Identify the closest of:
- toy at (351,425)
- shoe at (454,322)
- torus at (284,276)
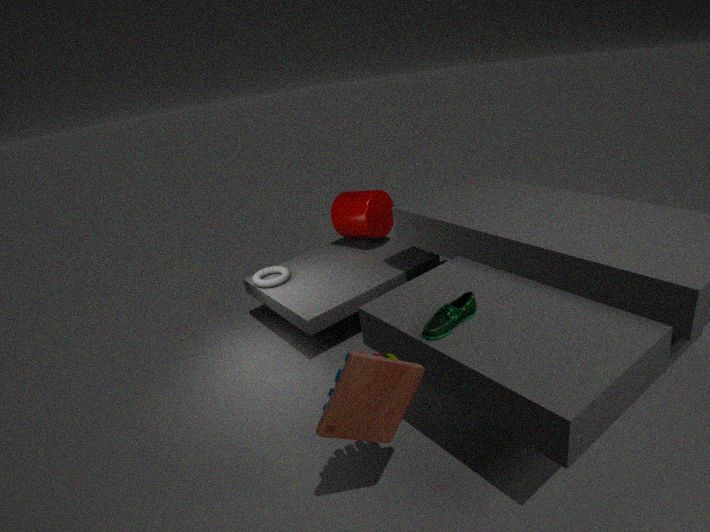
toy at (351,425)
